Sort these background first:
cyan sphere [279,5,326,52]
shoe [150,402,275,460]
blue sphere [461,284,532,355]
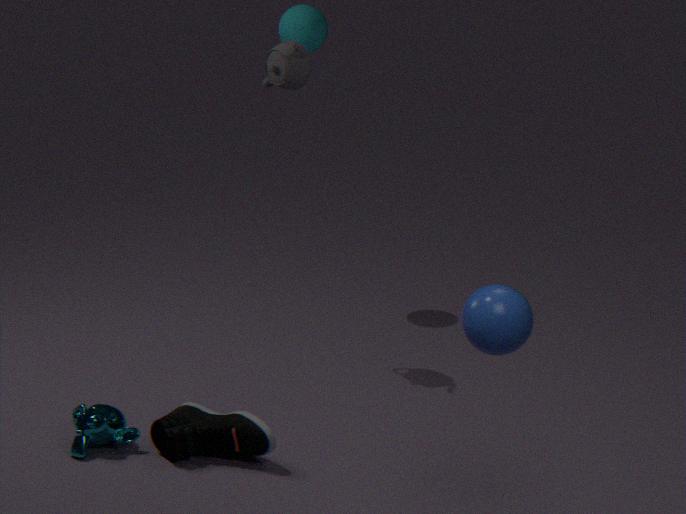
cyan sphere [279,5,326,52], shoe [150,402,275,460], blue sphere [461,284,532,355]
